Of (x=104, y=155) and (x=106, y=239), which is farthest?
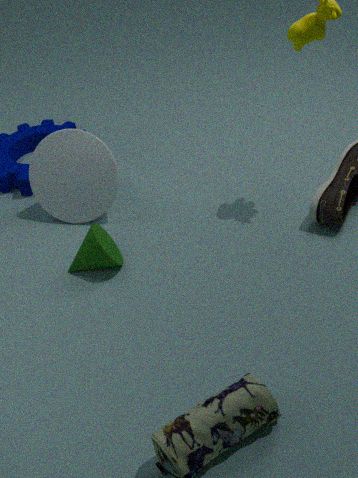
(x=104, y=155)
